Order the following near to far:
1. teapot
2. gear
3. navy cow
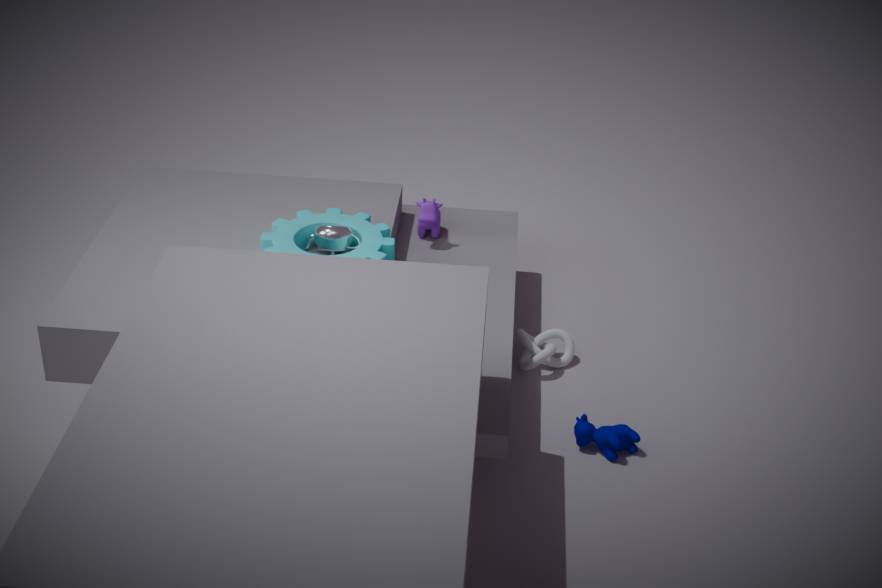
1. navy cow
2. gear
3. teapot
